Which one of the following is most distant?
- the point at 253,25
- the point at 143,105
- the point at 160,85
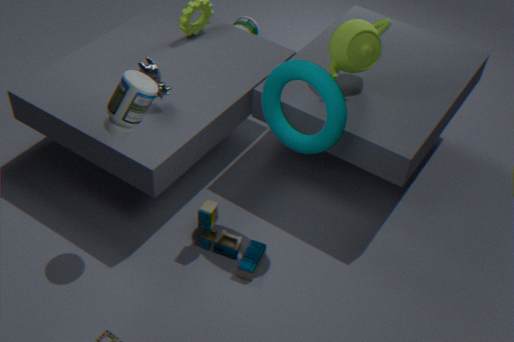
the point at 253,25
